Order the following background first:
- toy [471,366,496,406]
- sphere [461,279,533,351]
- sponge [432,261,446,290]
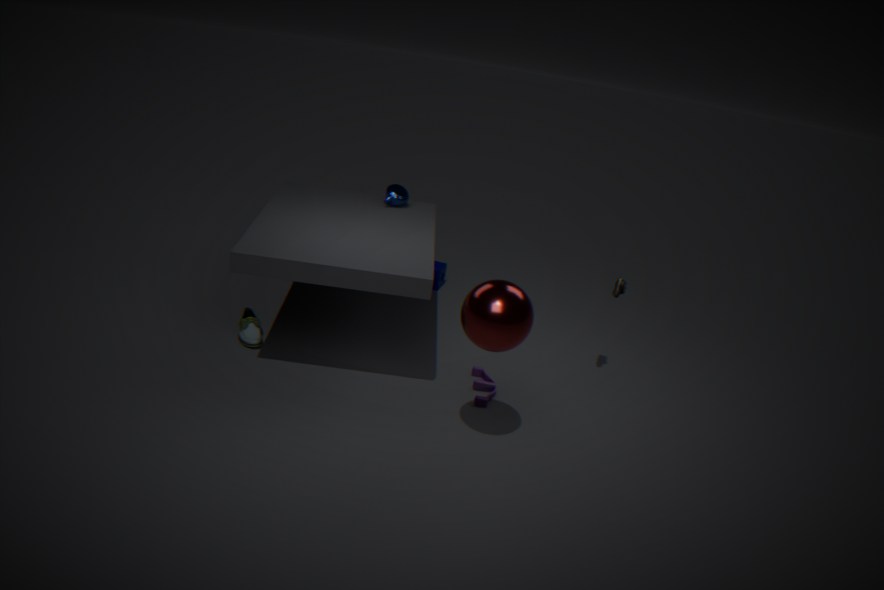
sponge [432,261,446,290] → toy [471,366,496,406] → sphere [461,279,533,351]
